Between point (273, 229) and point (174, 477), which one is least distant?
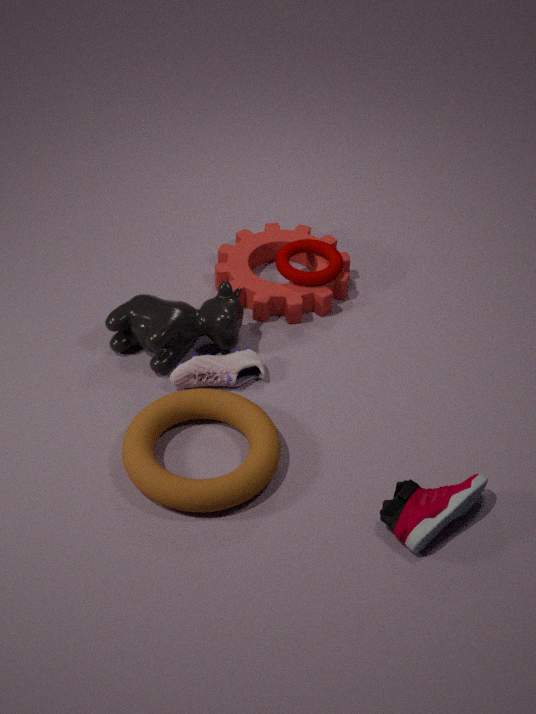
point (174, 477)
